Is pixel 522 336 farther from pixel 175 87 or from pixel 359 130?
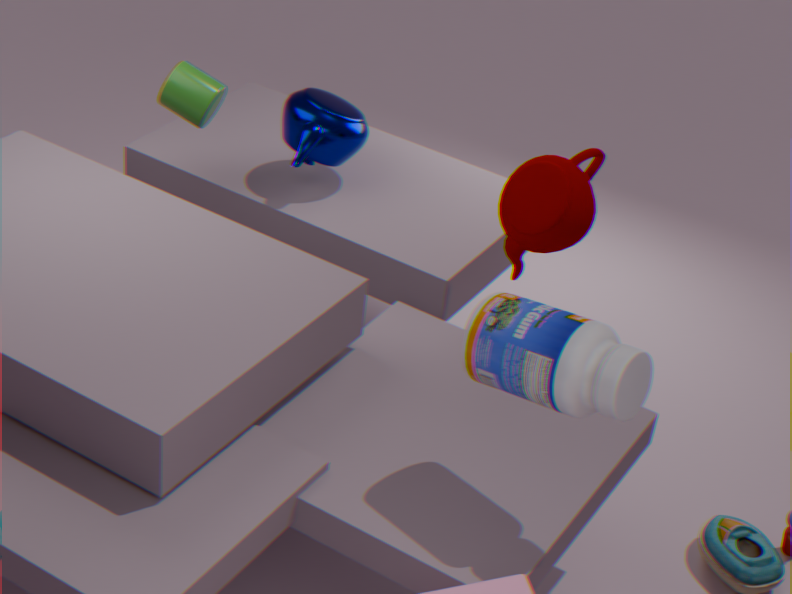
pixel 175 87
